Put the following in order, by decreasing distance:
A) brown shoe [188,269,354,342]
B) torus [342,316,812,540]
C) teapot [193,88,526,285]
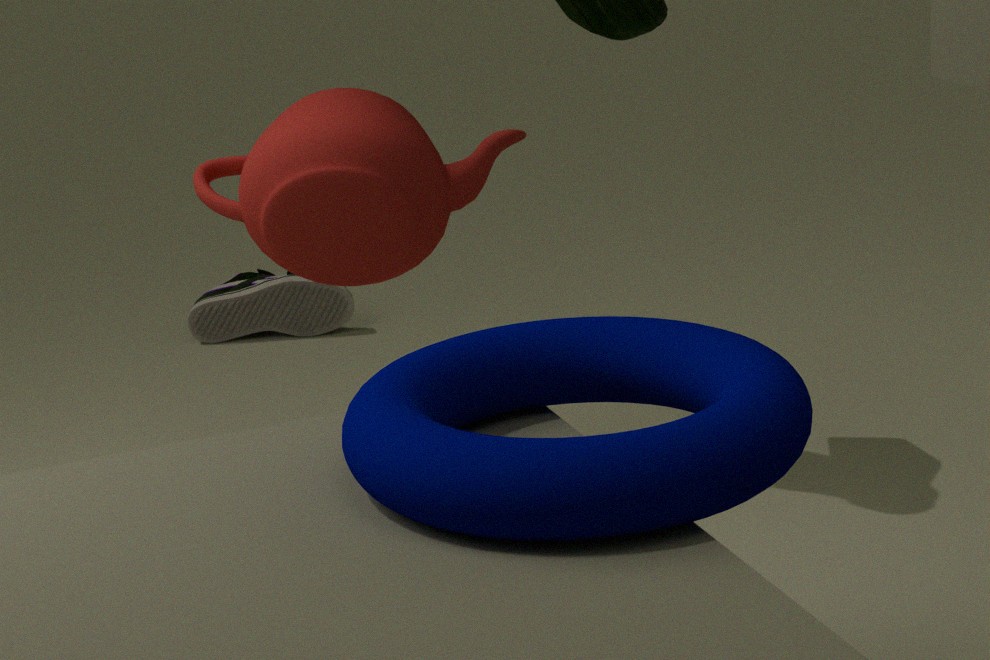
brown shoe [188,269,354,342] → teapot [193,88,526,285] → torus [342,316,812,540]
